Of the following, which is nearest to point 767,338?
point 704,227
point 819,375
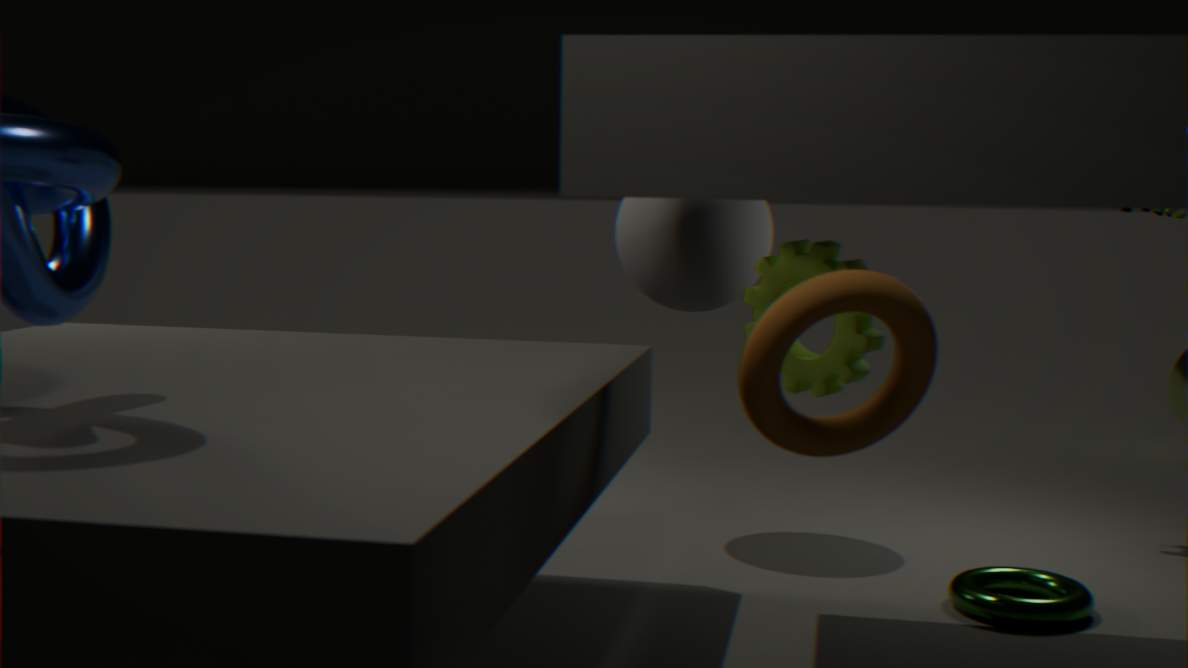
point 819,375
